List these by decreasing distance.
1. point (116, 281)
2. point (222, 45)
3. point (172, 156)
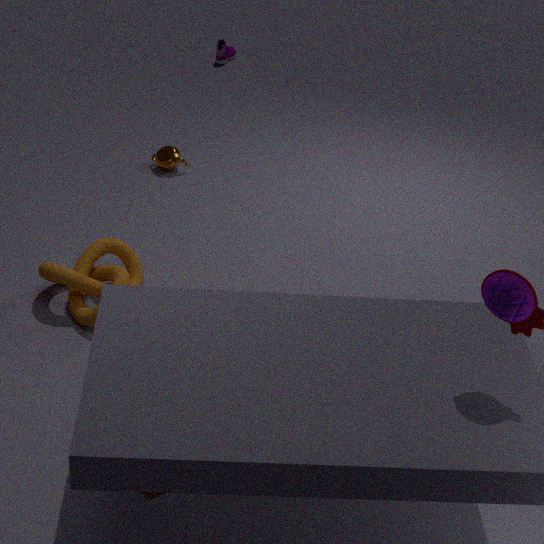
point (222, 45)
point (172, 156)
point (116, 281)
